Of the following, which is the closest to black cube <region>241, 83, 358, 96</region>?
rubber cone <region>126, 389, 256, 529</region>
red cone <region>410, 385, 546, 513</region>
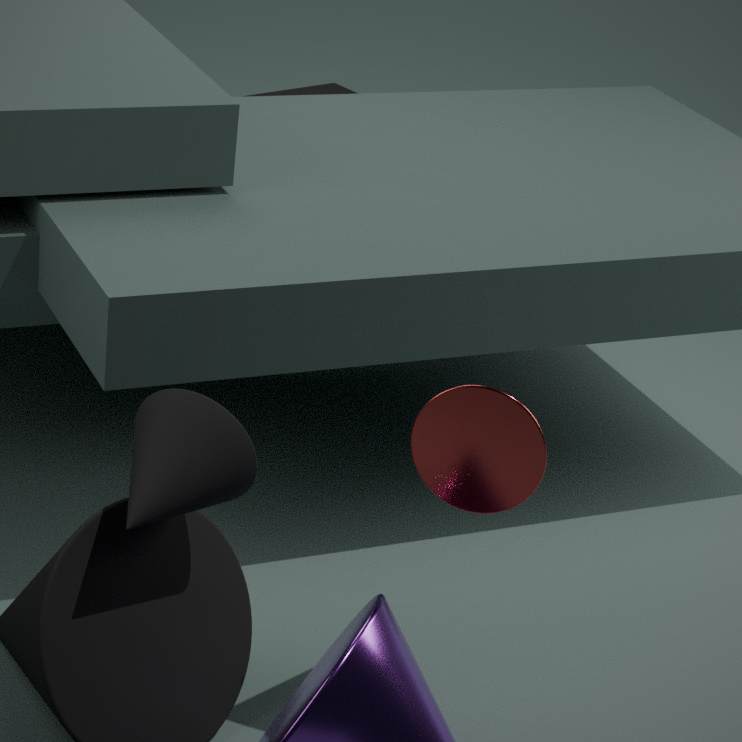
red cone <region>410, 385, 546, 513</region>
